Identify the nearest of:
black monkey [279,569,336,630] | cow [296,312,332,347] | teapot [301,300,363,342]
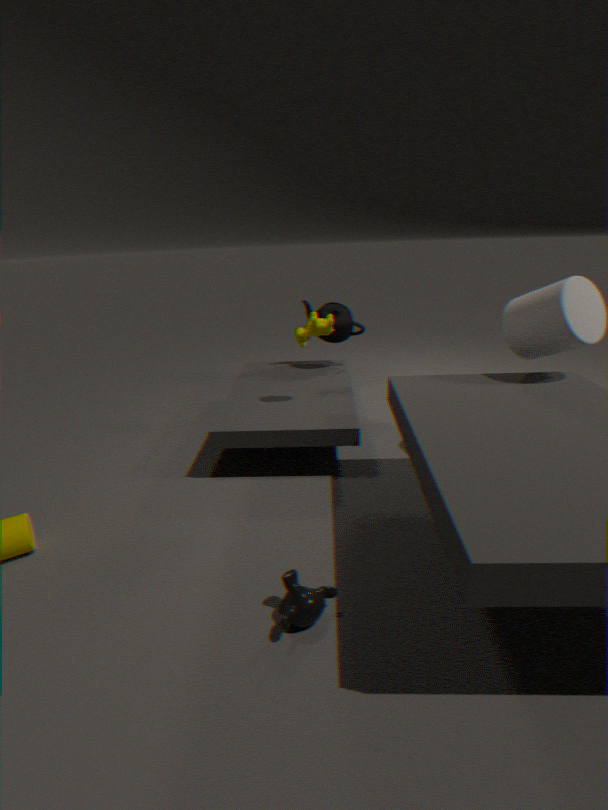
black monkey [279,569,336,630]
